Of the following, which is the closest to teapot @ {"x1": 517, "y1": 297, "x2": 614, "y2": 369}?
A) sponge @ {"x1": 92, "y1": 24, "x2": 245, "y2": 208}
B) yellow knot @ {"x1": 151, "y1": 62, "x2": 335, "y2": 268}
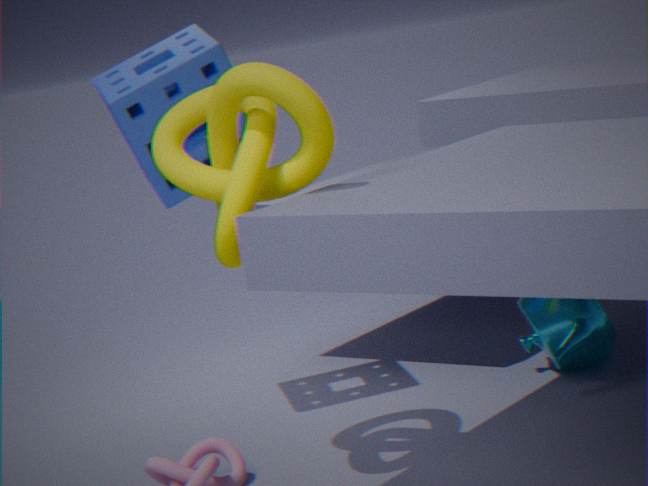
sponge @ {"x1": 92, "y1": 24, "x2": 245, "y2": 208}
